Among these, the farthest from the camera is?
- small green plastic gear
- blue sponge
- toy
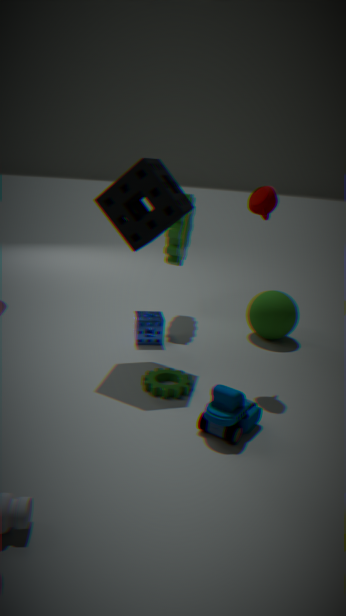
blue sponge
